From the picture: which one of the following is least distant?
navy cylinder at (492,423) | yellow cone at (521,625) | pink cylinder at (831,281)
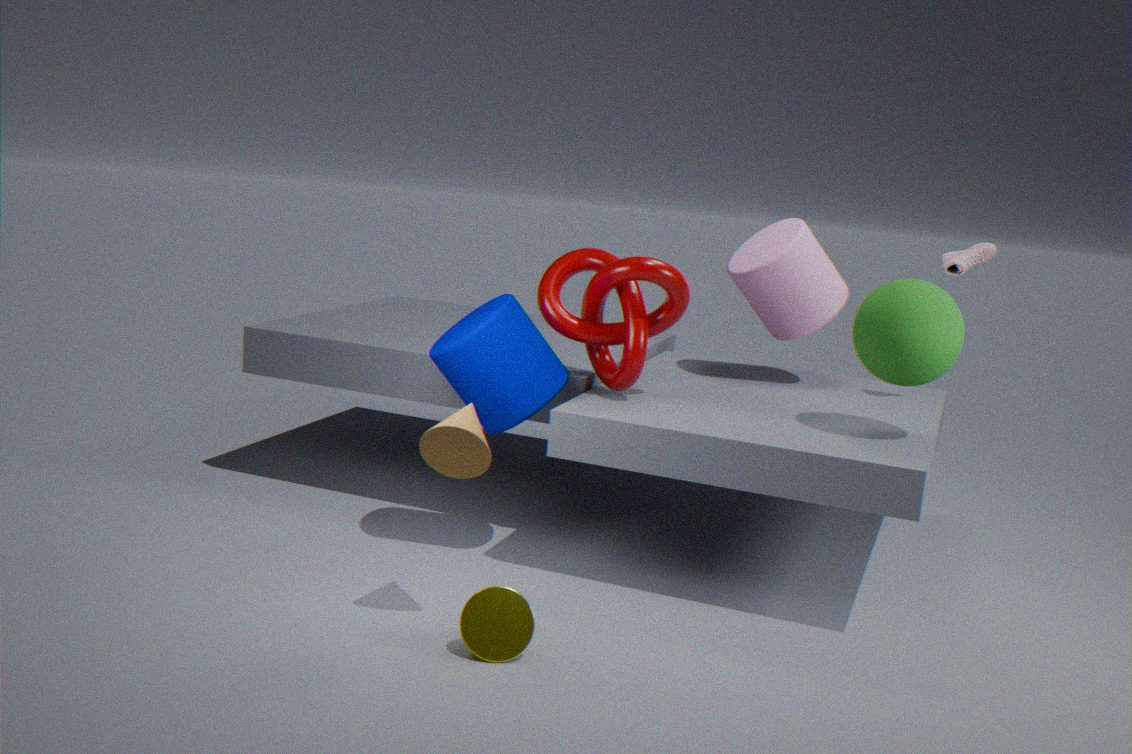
yellow cone at (521,625)
